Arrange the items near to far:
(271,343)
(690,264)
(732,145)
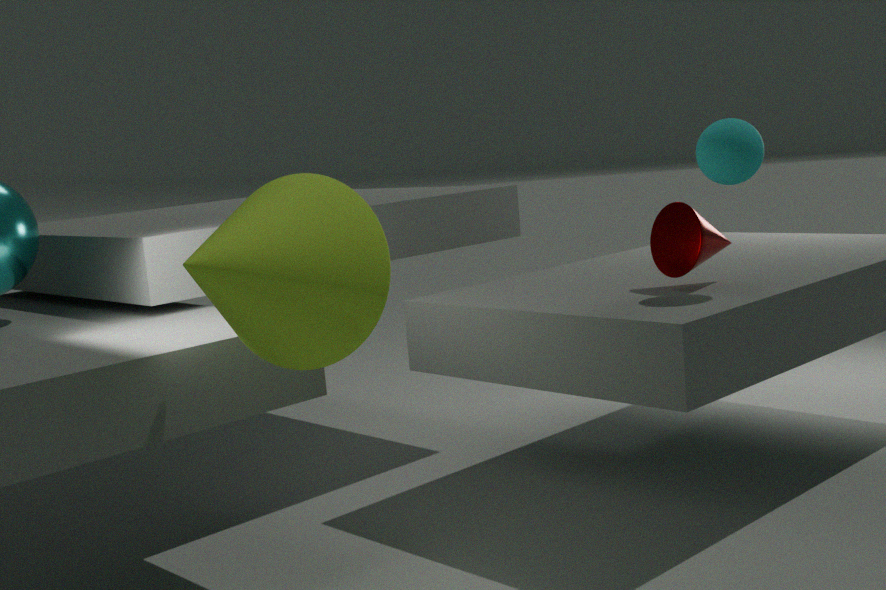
1. (271,343)
2. (732,145)
3. (690,264)
